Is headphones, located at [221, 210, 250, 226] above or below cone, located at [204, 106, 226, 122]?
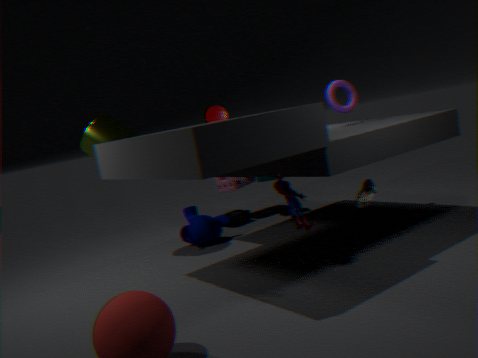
below
